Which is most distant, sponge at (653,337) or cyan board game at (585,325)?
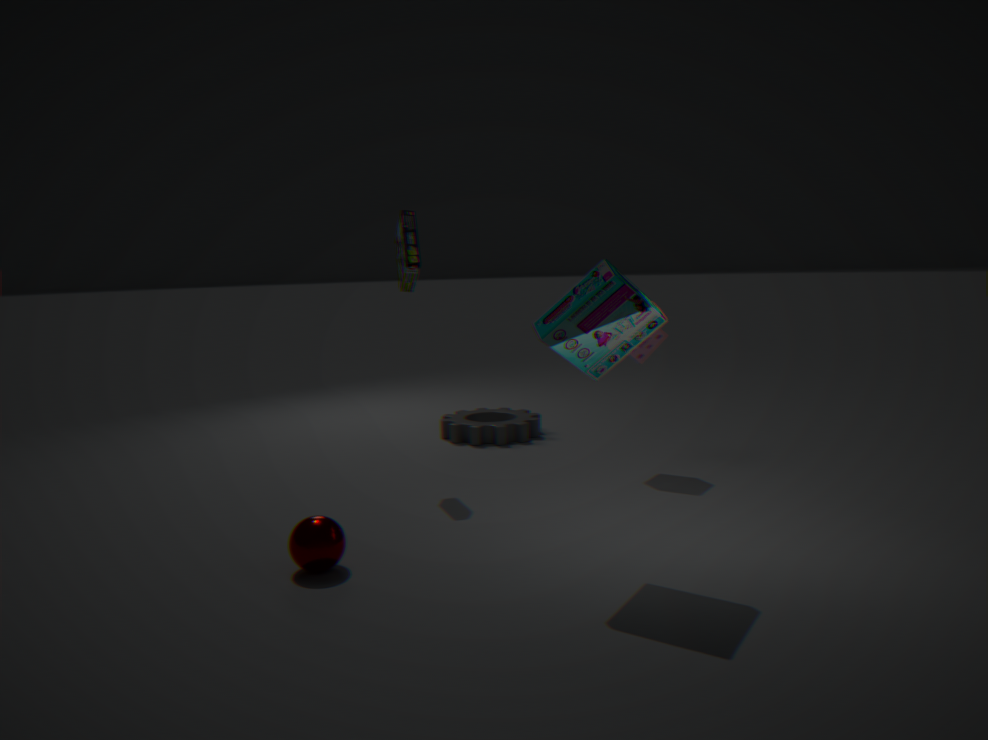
sponge at (653,337)
